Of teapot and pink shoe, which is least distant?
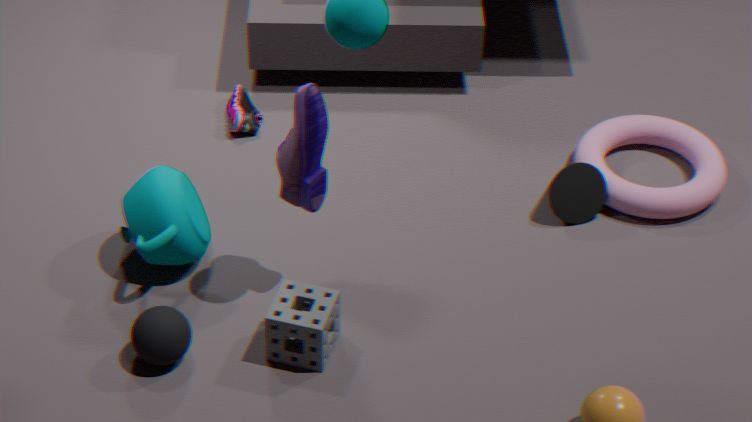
teapot
